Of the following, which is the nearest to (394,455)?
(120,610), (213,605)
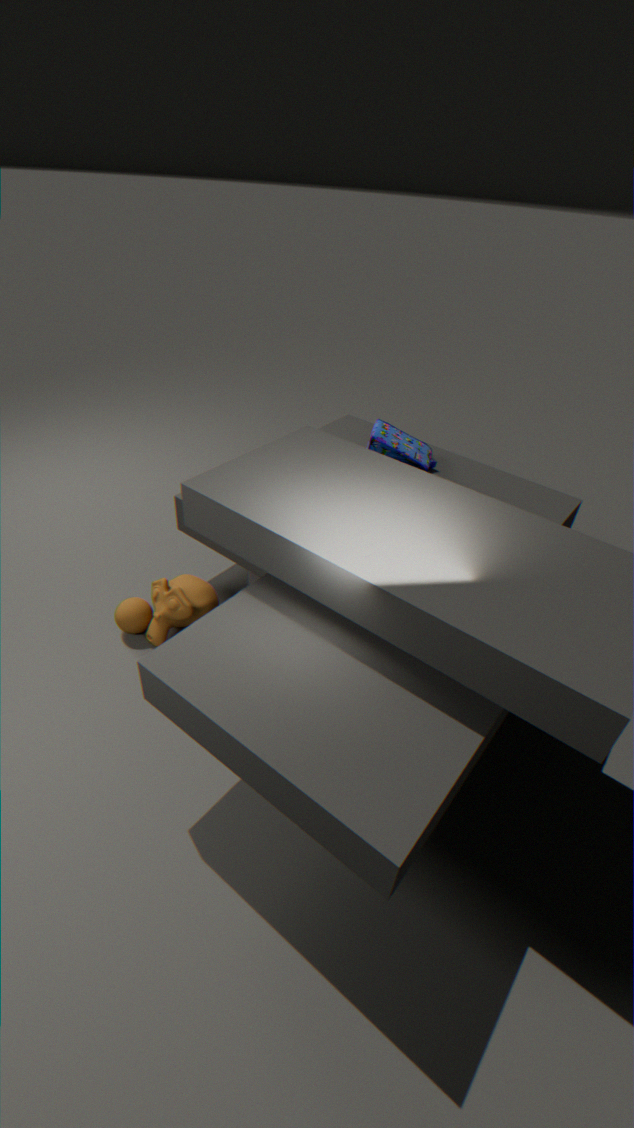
(213,605)
